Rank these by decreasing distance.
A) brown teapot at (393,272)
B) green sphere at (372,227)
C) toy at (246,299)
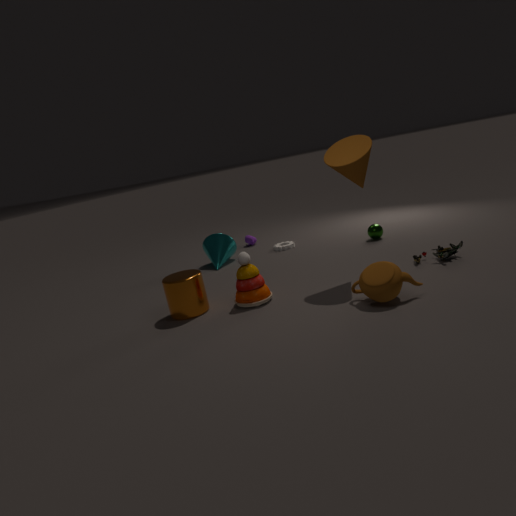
1. green sphere at (372,227)
2. toy at (246,299)
3. brown teapot at (393,272)
